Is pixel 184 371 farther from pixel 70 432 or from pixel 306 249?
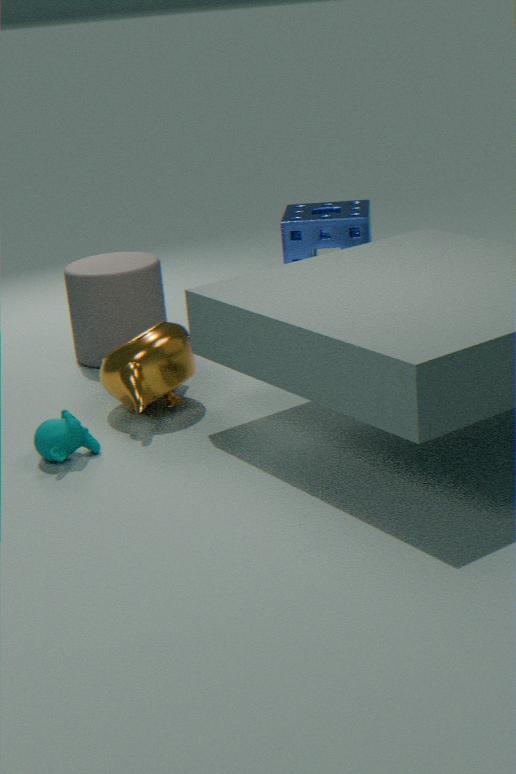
pixel 306 249
